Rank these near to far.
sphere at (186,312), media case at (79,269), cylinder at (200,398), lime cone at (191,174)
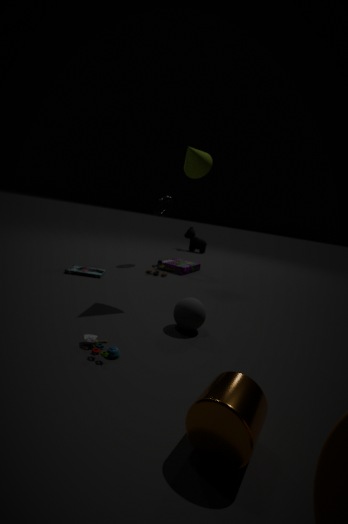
cylinder at (200,398) → sphere at (186,312) → lime cone at (191,174) → media case at (79,269)
